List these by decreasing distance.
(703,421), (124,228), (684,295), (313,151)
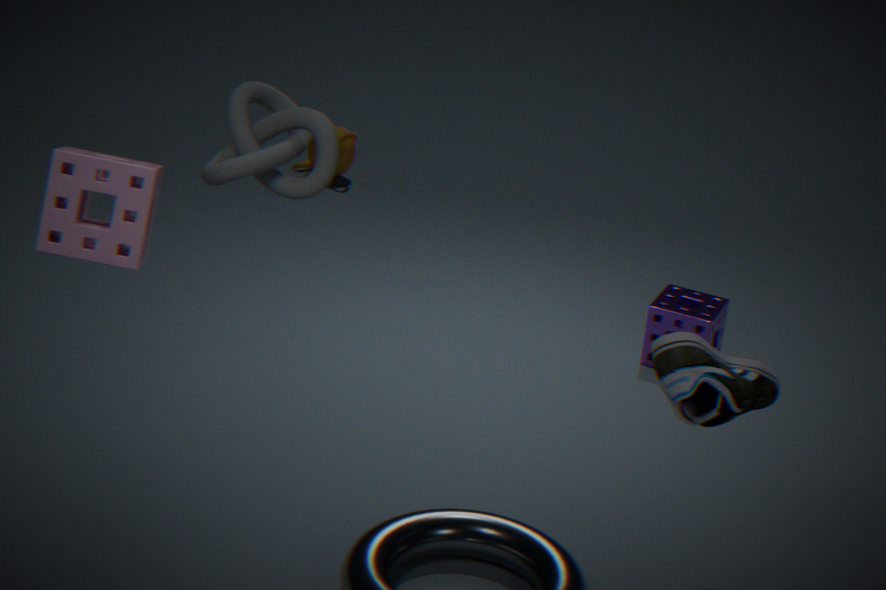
(313,151)
(684,295)
(703,421)
(124,228)
